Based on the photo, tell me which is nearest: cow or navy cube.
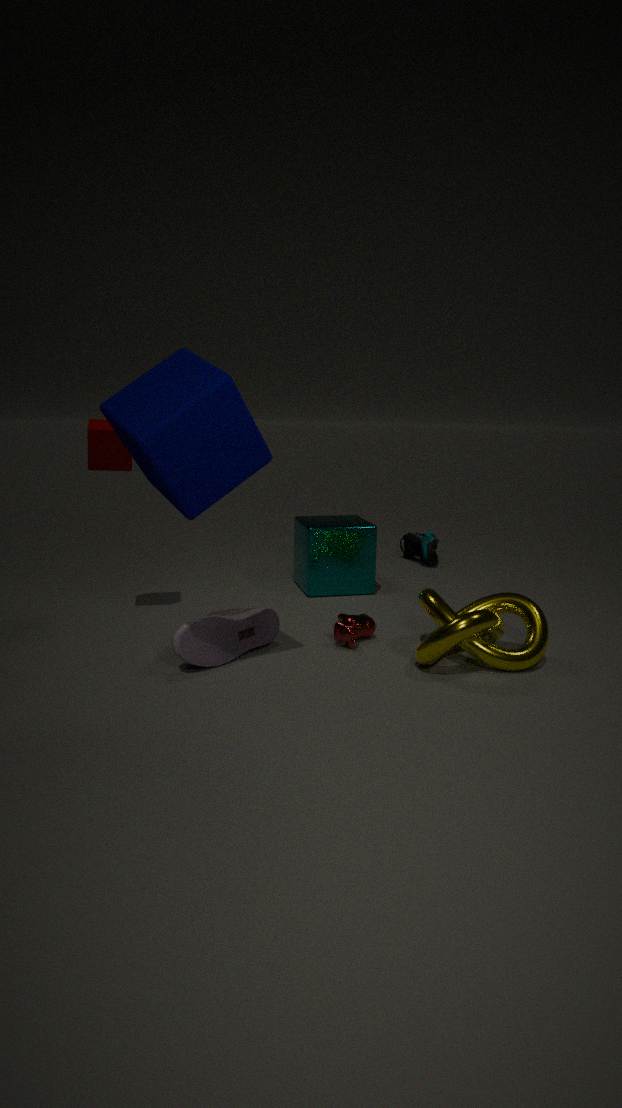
navy cube
